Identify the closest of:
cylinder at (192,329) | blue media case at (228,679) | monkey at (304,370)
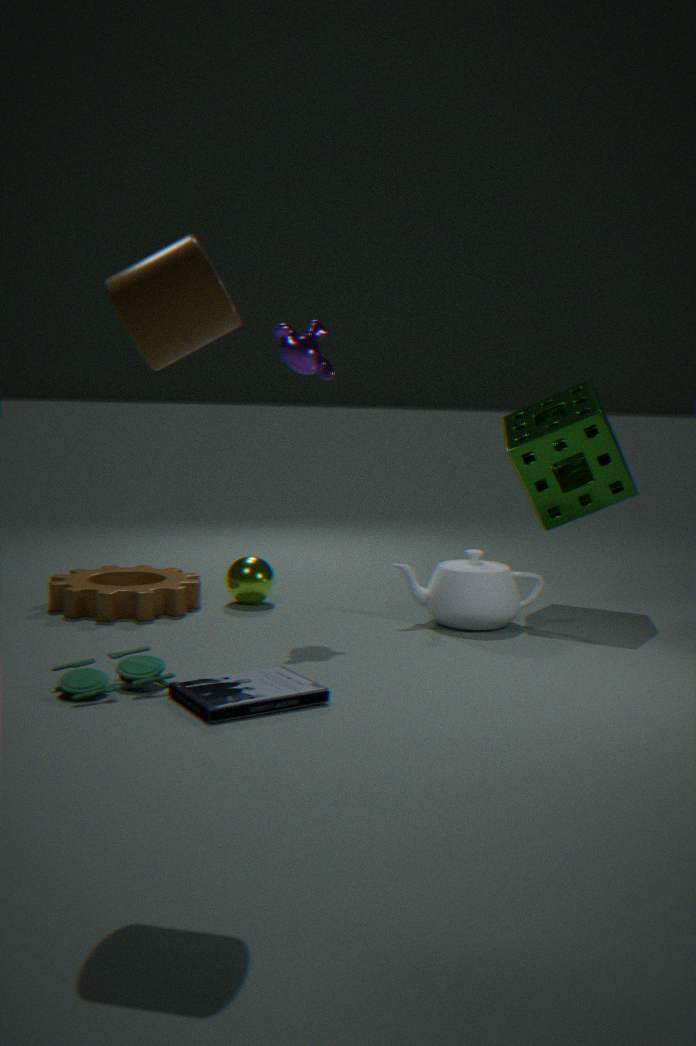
cylinder at (192,329)
